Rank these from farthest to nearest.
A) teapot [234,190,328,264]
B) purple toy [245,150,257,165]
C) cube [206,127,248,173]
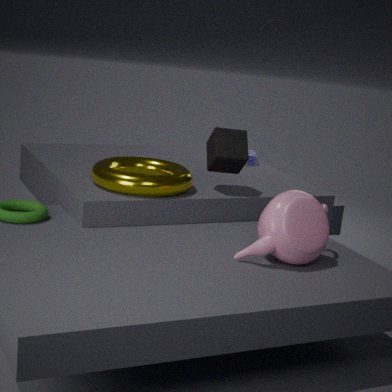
purple toy [245,150,257,165] → cube [206,127,248,173] → teapot [234,190,328,264]
